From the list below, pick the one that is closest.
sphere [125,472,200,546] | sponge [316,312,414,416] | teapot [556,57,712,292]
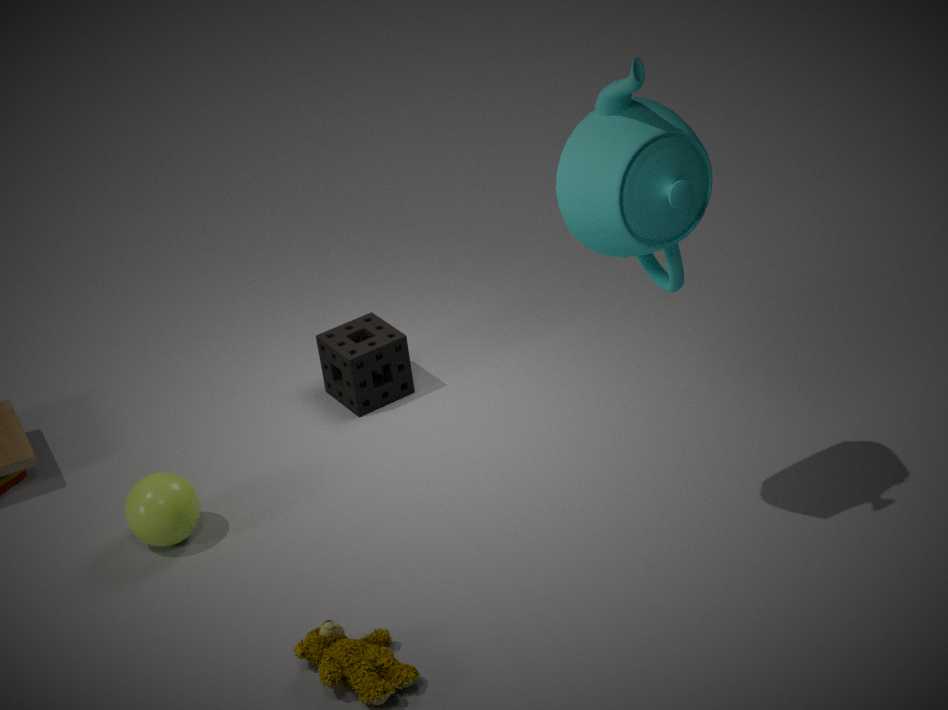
teapot [556,57,712,292]
